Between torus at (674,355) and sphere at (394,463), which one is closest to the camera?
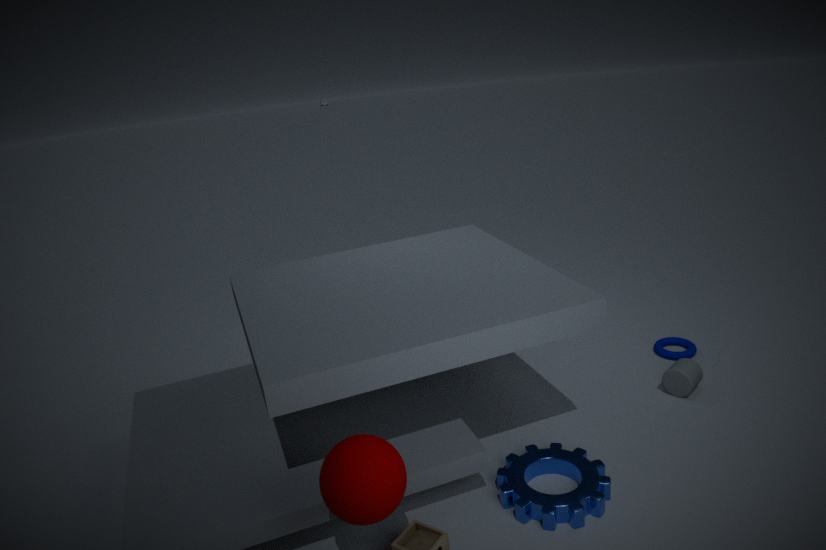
sphere at (394,463)
